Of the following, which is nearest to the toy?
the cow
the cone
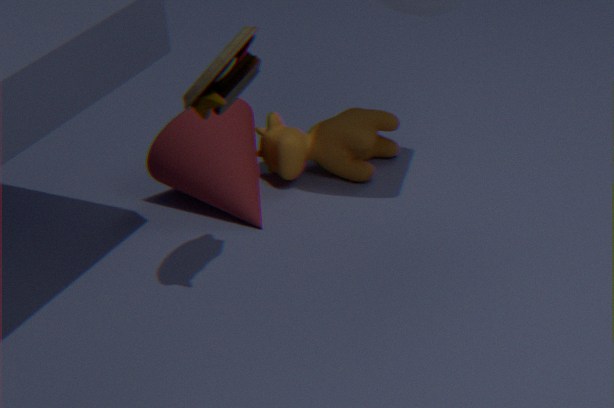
the cone
